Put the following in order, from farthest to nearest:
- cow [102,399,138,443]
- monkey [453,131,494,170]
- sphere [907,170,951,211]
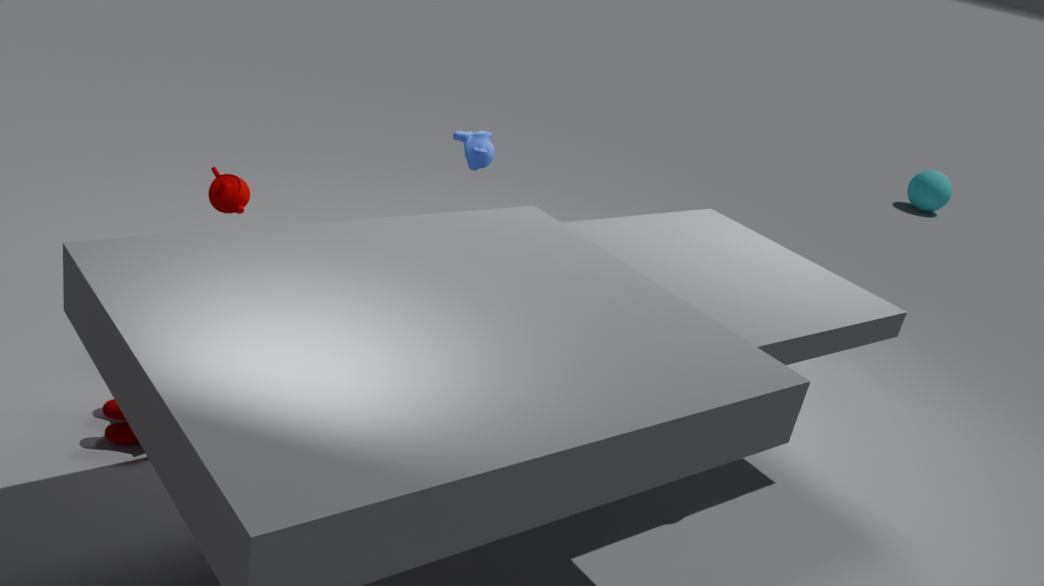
sphere [907,170,951,211], monkey [453,131,494,170], cow [102,399,138,443]
